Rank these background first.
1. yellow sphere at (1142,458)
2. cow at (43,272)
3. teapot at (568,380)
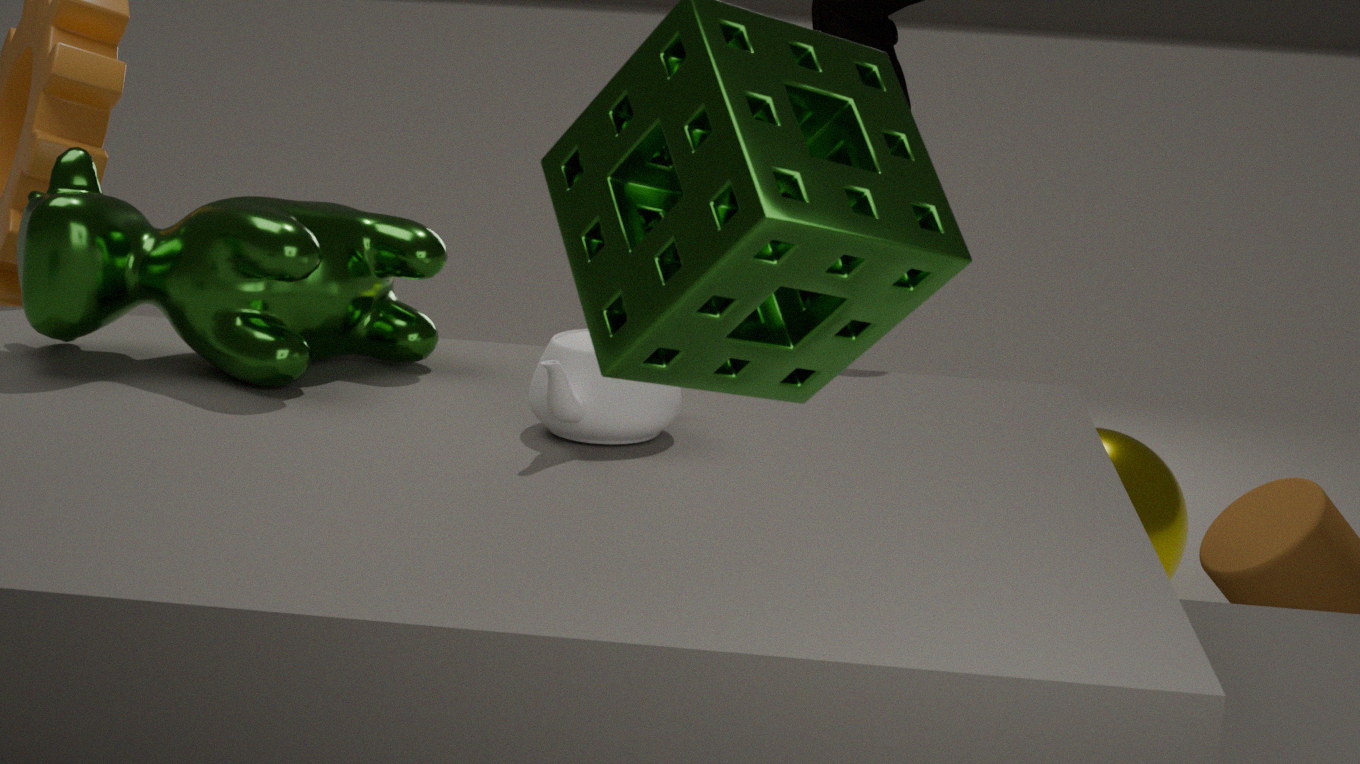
yellow sphere at (1142,458)
cow at (43,272)
teapot at (568,380)
